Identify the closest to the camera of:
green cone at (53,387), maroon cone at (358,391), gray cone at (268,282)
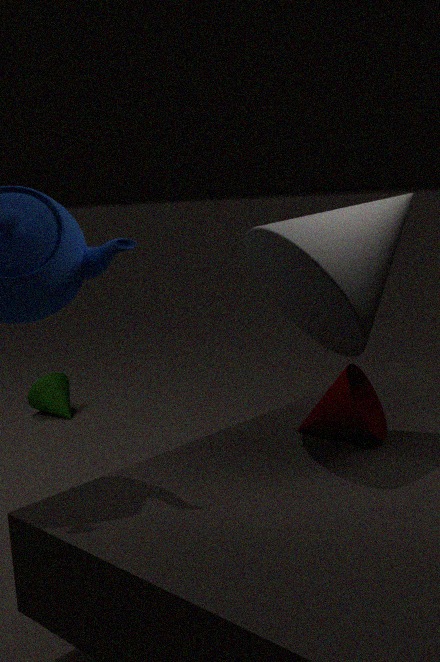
gray cone at (268,282)
